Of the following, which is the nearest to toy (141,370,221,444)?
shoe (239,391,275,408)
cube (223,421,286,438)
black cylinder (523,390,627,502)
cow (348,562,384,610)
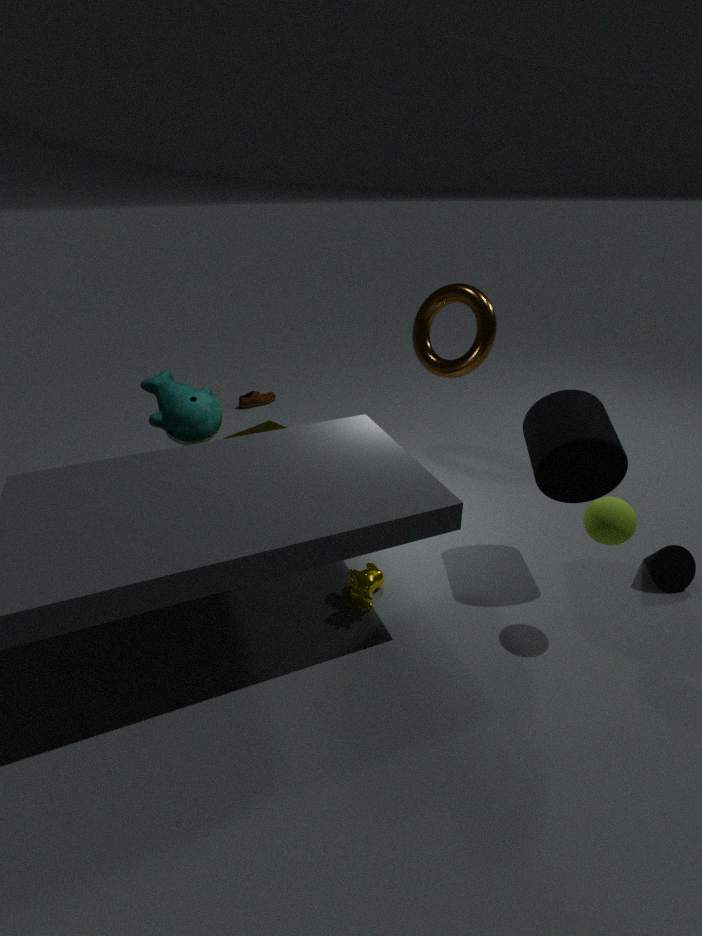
cube (223,421,286,438)
